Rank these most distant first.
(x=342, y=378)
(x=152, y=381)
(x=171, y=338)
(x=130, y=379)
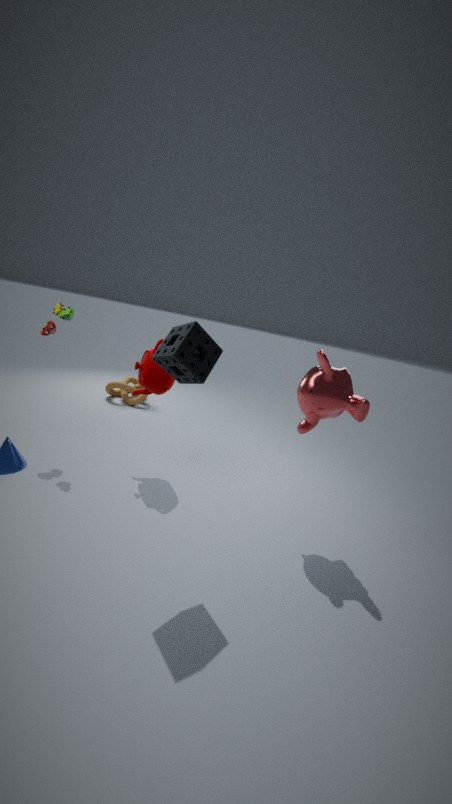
(x=130, y=379), (x=152, y=381), (x=342, y=378), (x=171, y=338)
